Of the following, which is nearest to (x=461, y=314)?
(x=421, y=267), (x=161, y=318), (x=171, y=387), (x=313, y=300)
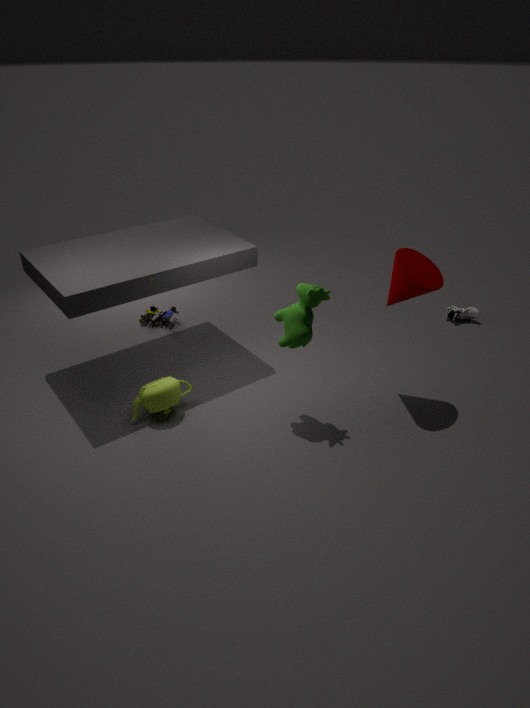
(x=421, y=267)
